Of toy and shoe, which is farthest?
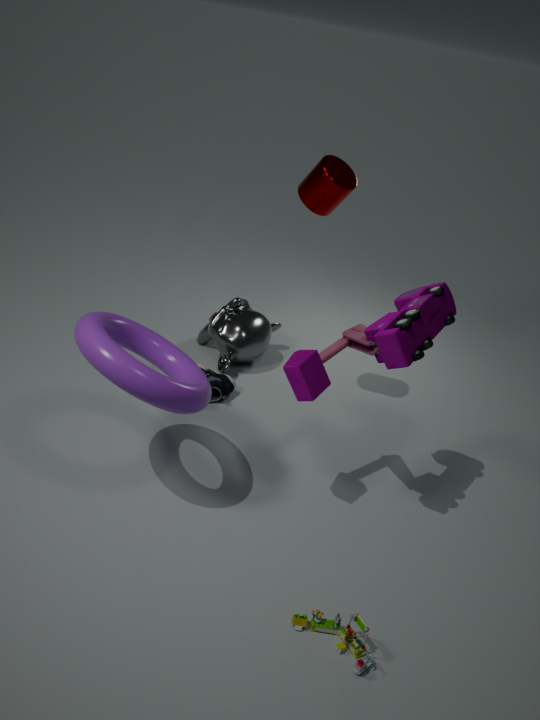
shoe
